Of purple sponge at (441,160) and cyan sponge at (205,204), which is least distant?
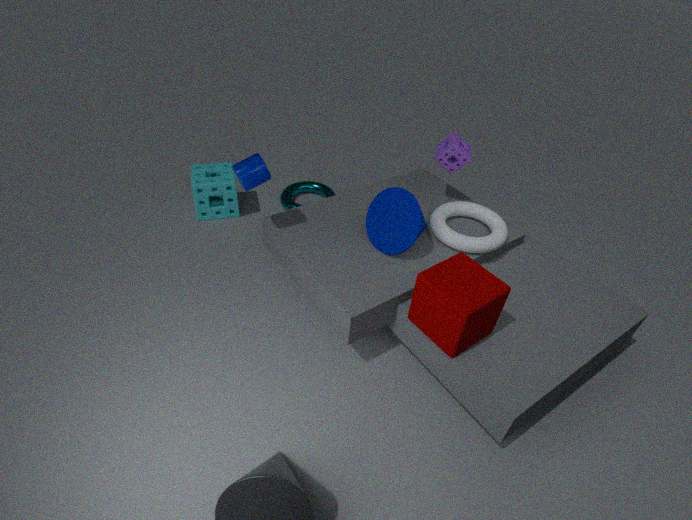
purple sponge at (441,160)
